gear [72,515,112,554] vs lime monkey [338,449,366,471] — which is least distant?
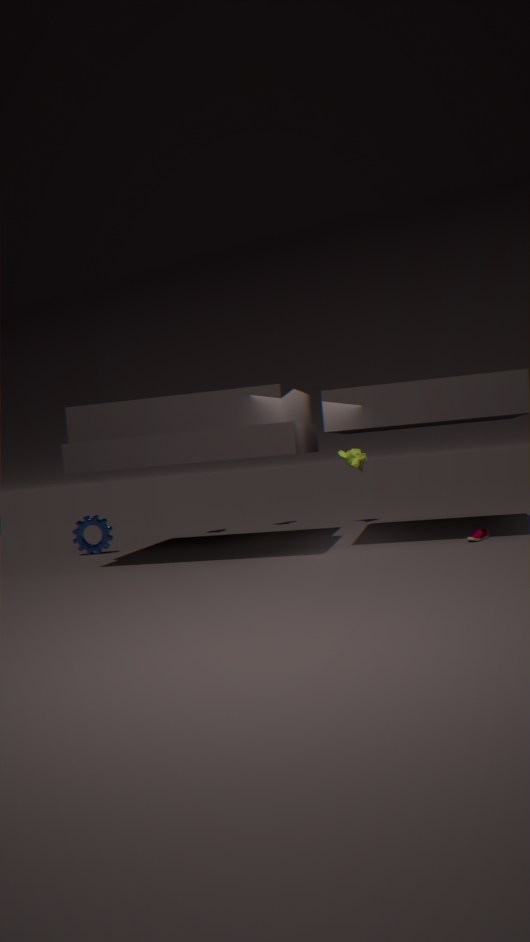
gear [72,515,112,554]
